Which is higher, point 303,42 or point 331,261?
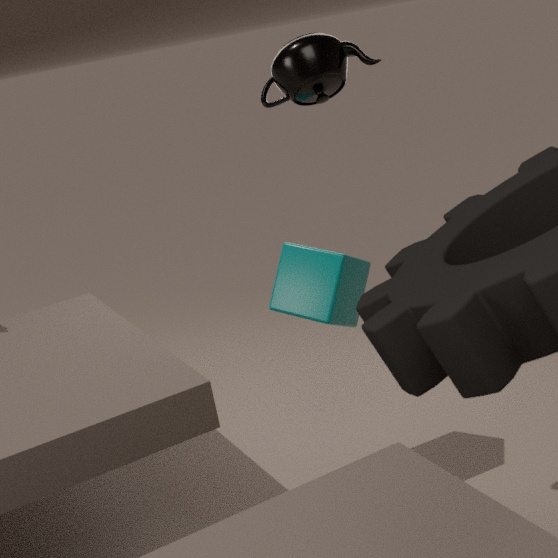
point 303,42
